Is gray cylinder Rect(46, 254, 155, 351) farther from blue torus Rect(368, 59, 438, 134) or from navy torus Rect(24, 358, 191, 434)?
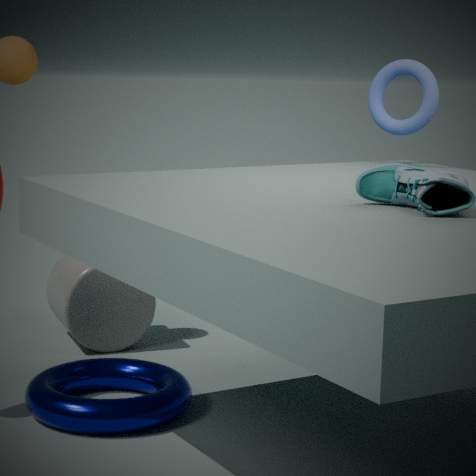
blue torus Rect(368, 59, 438, 134)
